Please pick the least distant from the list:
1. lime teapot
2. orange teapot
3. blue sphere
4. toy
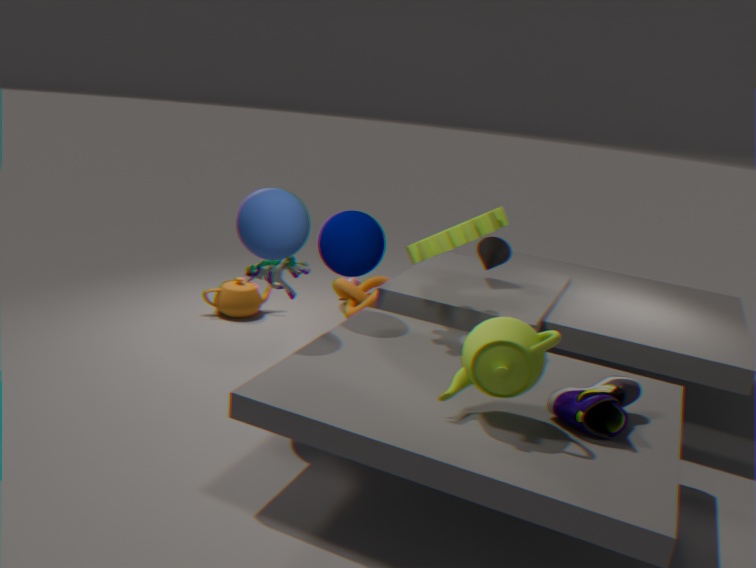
lime teapot
